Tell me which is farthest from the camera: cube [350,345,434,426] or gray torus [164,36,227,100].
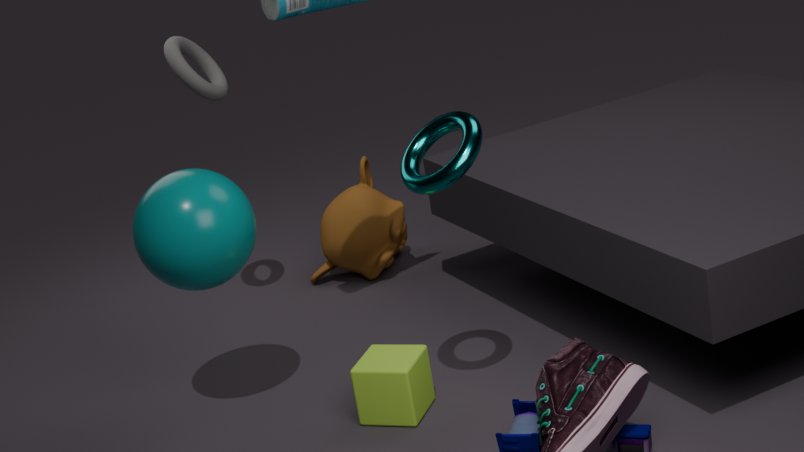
gray torus [164,36,227,100]
